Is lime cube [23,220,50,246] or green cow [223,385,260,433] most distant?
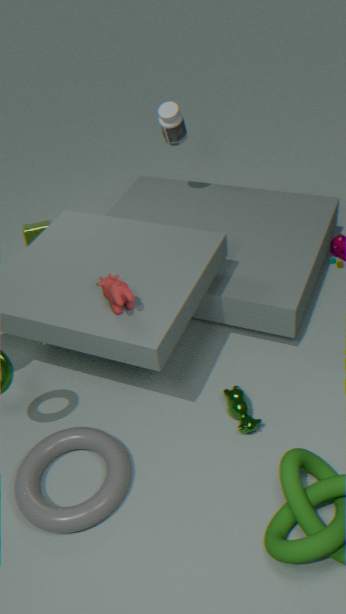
lime cube [23,220,50,246]
